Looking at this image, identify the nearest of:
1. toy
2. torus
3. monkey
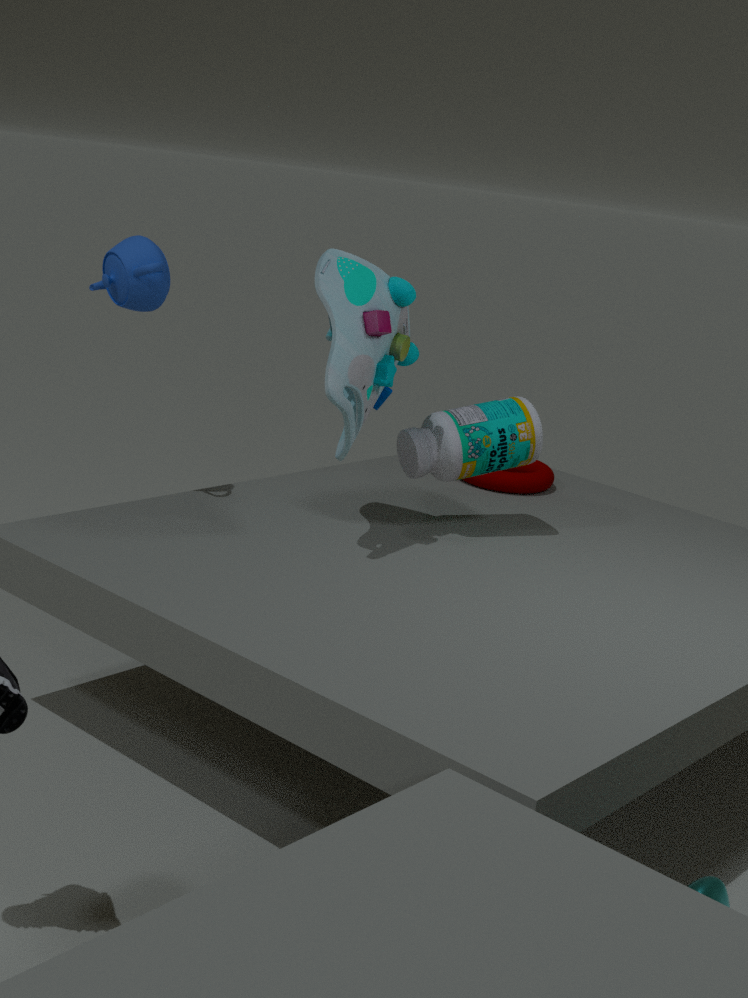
monkey
